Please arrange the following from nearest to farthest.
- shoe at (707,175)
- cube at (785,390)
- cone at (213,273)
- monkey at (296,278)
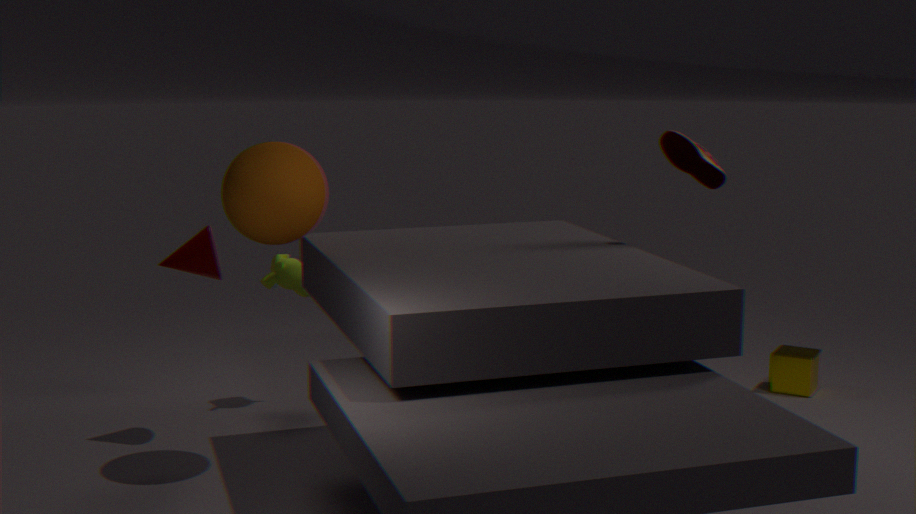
shoe at (707,175) < cone at (213,273) < monkey at (296,278) < cube at (785,390)
